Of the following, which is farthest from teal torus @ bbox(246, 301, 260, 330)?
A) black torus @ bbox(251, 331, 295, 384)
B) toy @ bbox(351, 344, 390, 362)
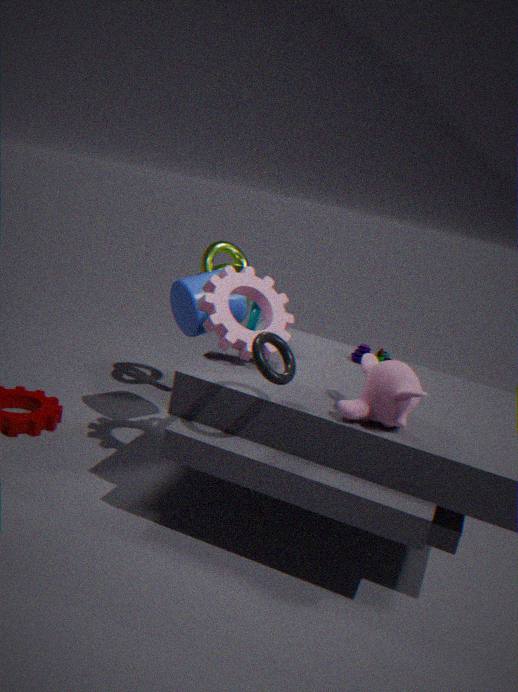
black torus @ bbox(251, 331, 295, 384)
